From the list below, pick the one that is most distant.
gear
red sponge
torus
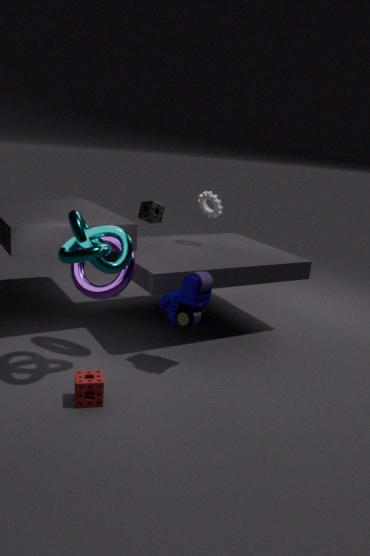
gear
